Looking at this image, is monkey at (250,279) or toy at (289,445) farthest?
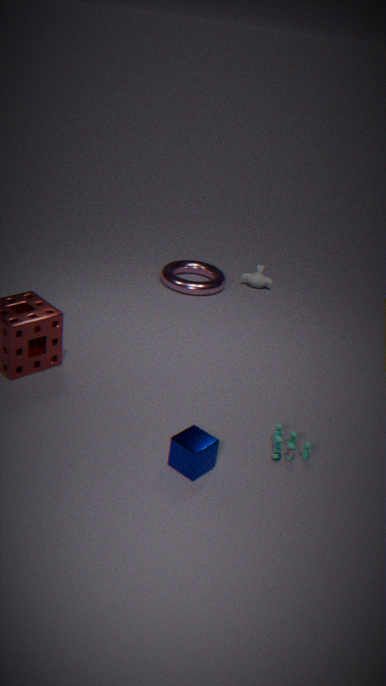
monkey at (250,279)
